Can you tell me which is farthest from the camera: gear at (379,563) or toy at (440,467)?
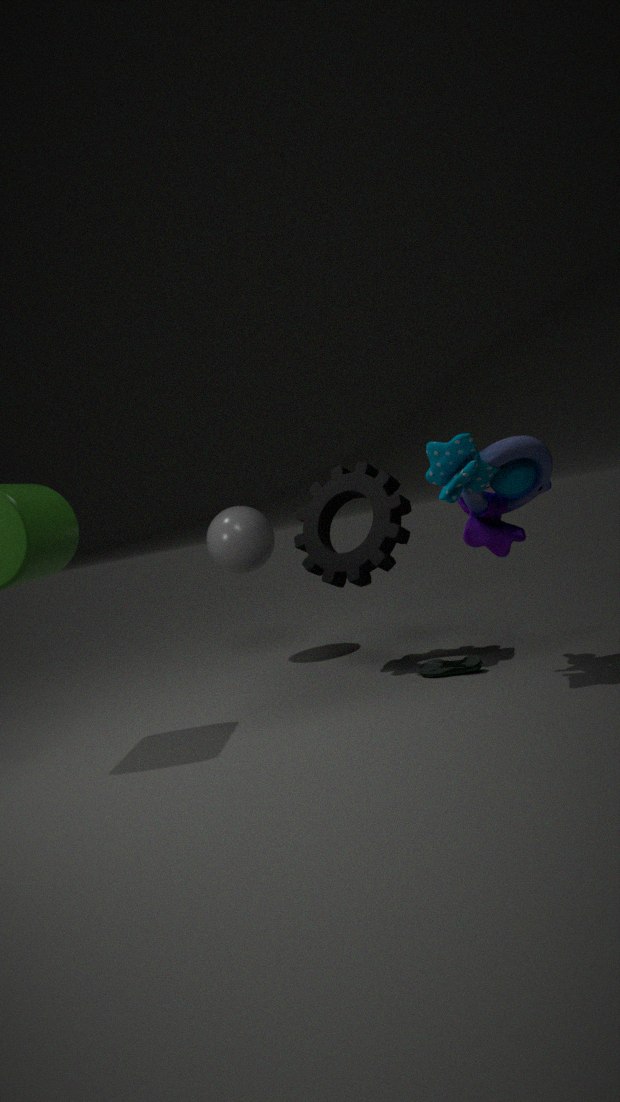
gear at (379,563)
